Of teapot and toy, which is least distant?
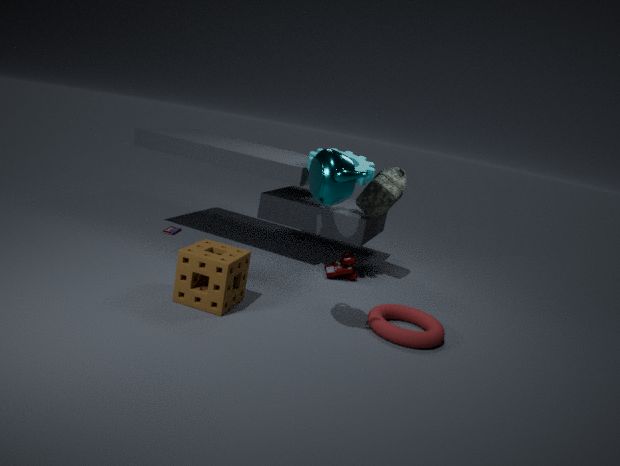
teapot
